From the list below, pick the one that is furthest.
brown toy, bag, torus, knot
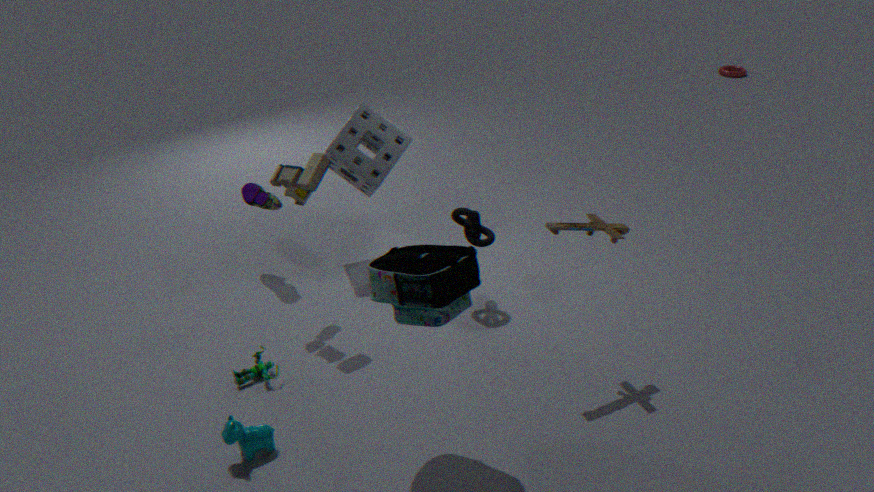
torus
